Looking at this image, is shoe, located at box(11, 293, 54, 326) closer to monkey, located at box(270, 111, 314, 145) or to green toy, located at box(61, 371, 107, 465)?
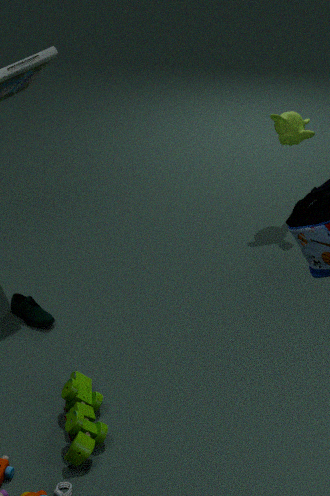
green toy, located at box(61, 371, 107, 465)
